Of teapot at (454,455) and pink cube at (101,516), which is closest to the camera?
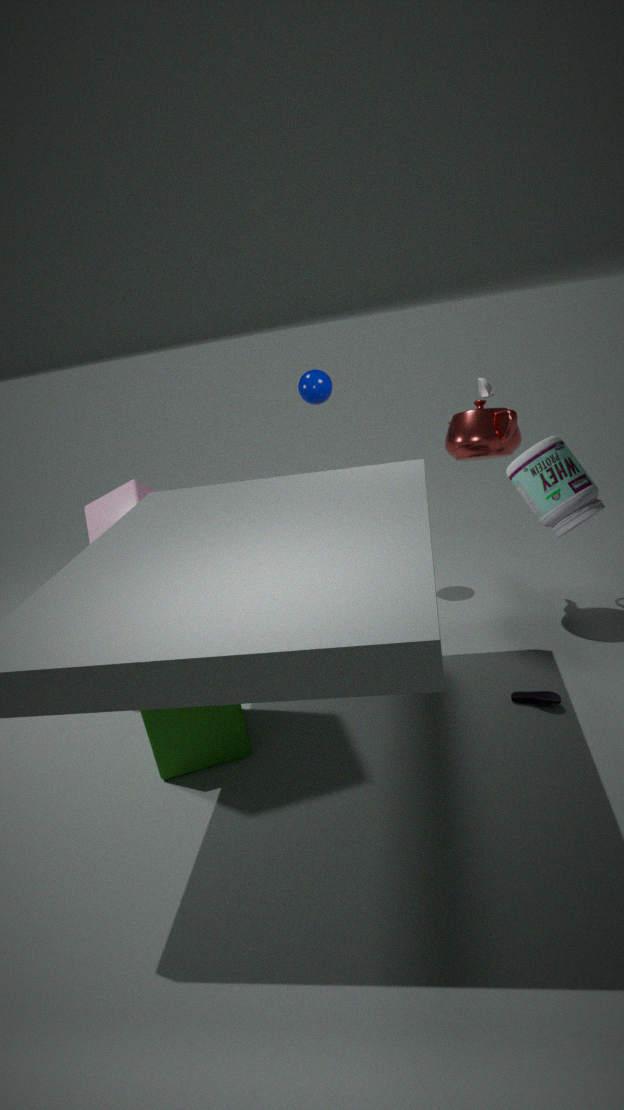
teapot at (454,455)
